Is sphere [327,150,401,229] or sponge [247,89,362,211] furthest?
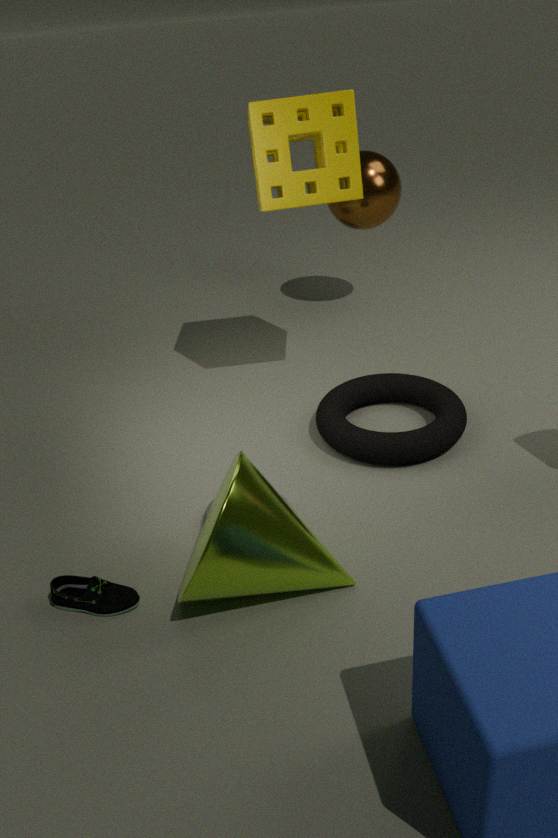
sphere [327,150,401,229]
